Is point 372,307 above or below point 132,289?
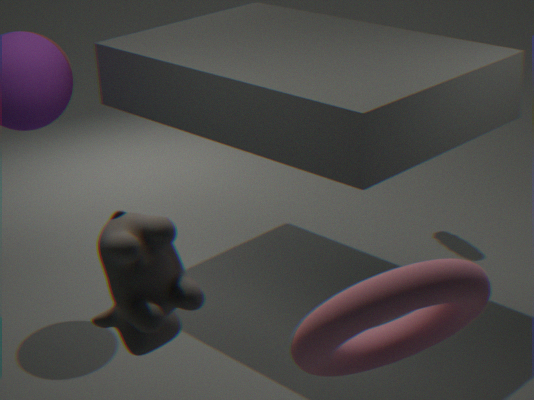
below
